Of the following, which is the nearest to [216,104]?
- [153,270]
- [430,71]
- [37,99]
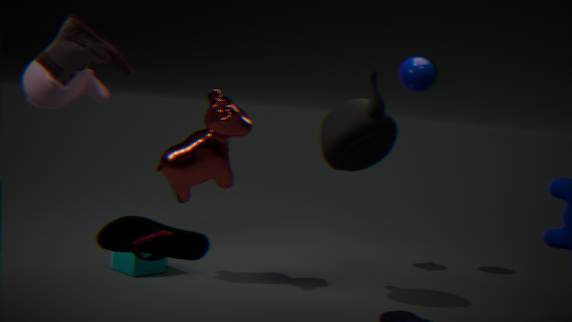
[153,270]
